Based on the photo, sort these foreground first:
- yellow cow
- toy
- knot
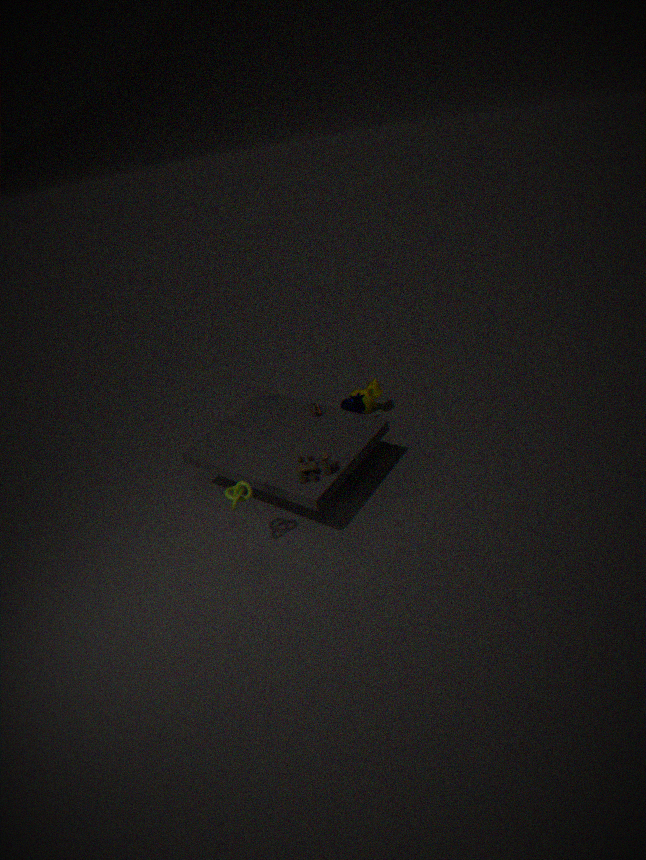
knot < toy < yellow cow
